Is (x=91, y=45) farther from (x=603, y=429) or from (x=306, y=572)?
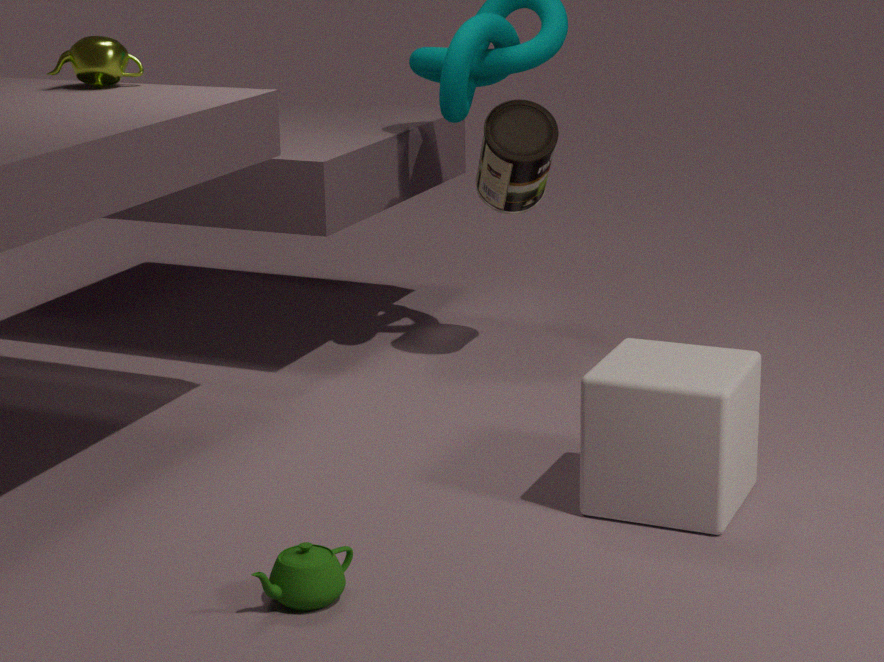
(x=603, y=429)
